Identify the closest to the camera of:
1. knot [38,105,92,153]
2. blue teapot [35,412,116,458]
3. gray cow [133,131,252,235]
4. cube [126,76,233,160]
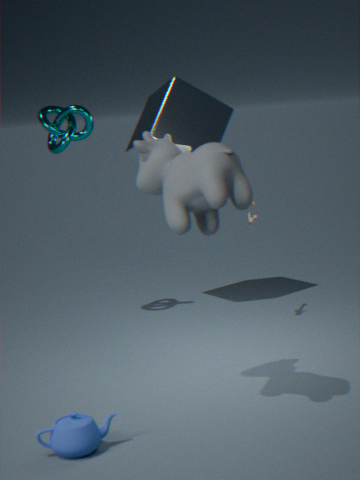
A: blue teapot [35,412,116,458]
